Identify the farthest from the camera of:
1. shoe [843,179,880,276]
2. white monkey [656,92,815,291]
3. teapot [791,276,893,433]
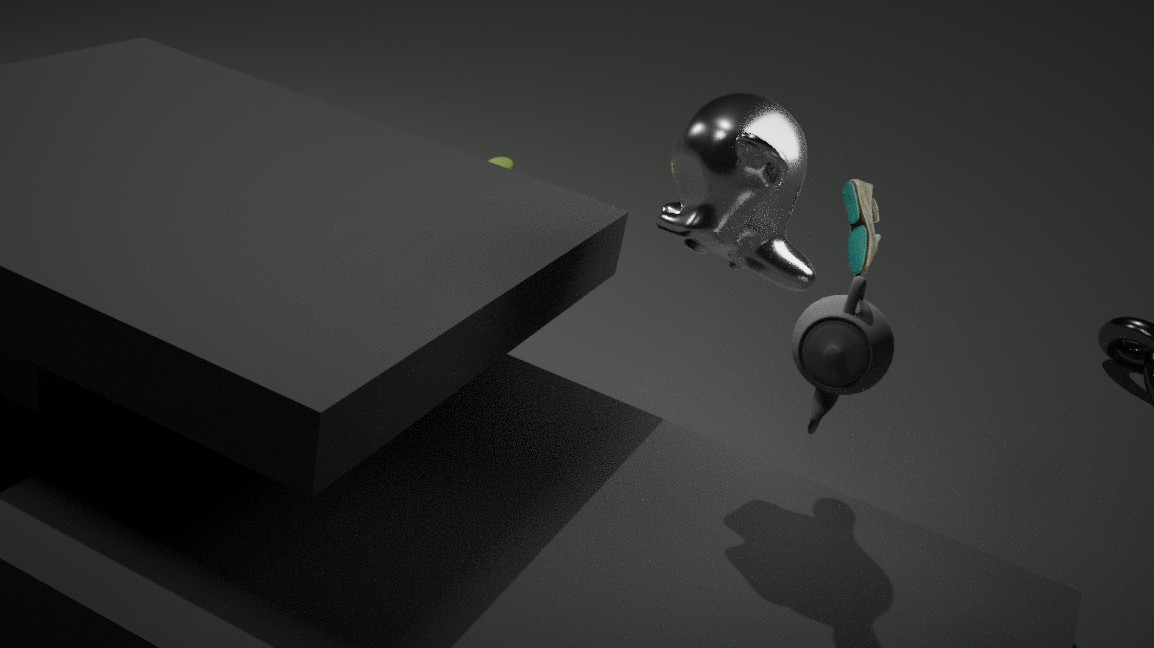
shoe [843,179,880,276]
